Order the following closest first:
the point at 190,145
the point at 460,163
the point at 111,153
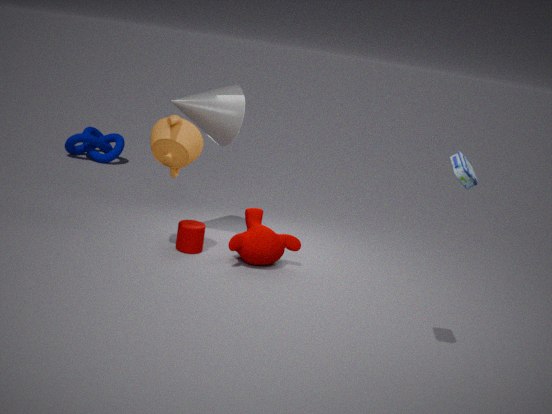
the point at 460,163 → the point at 190,145 → the point at 111,153
